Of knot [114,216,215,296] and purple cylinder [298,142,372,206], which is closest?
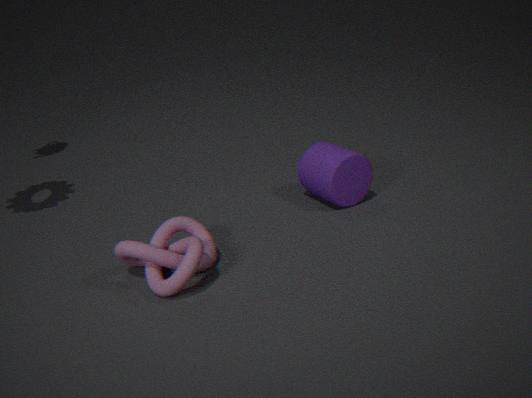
knot [114,216,215,296]
